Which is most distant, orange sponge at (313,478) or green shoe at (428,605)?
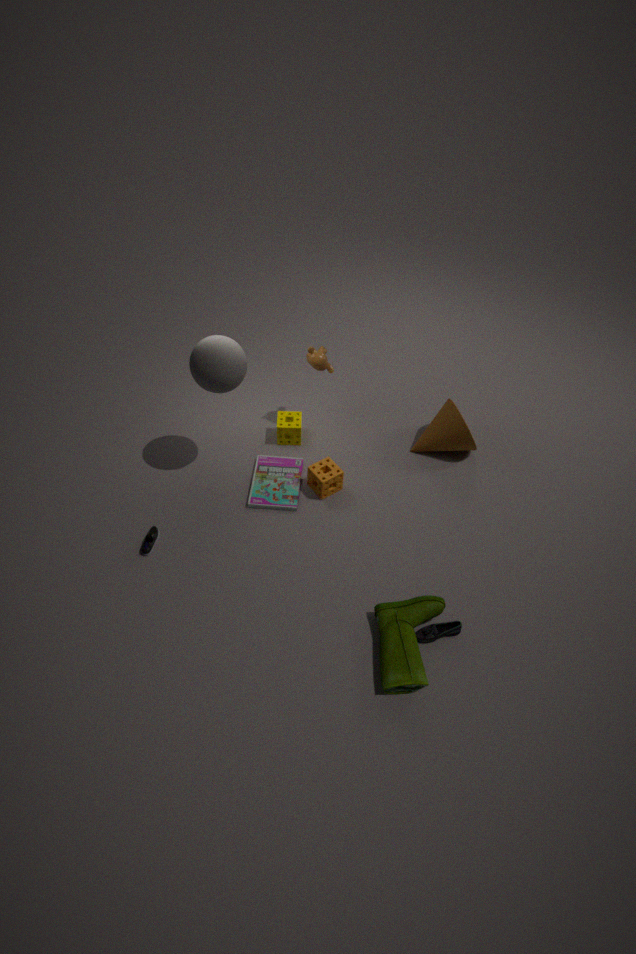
orange sponge at (313,478)
